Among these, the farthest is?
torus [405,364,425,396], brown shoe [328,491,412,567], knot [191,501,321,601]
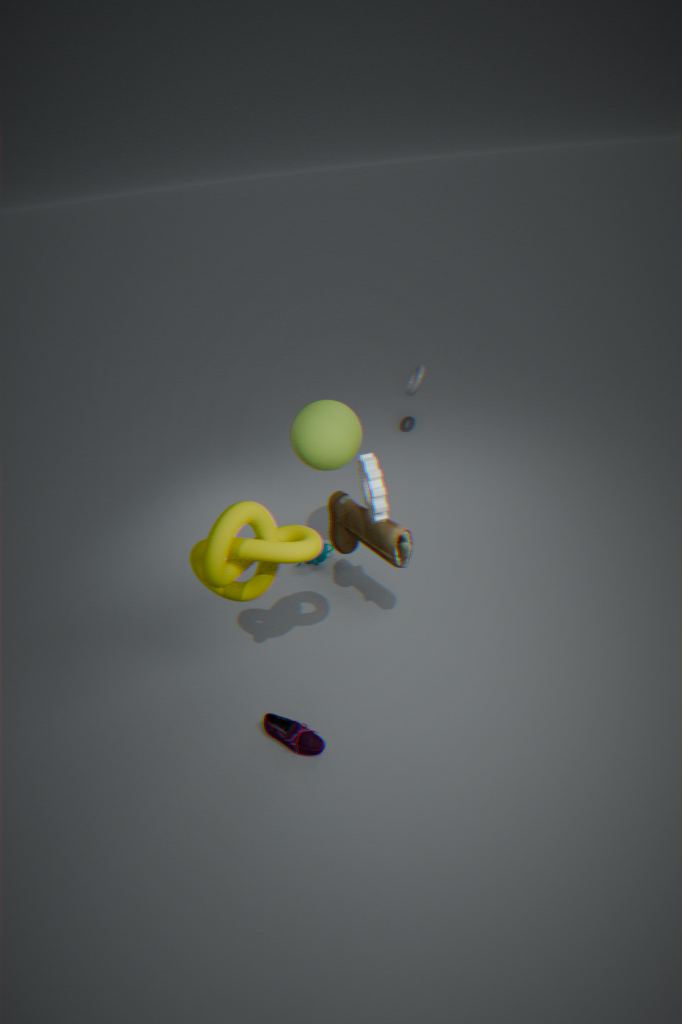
torus [405,364,425,396]
